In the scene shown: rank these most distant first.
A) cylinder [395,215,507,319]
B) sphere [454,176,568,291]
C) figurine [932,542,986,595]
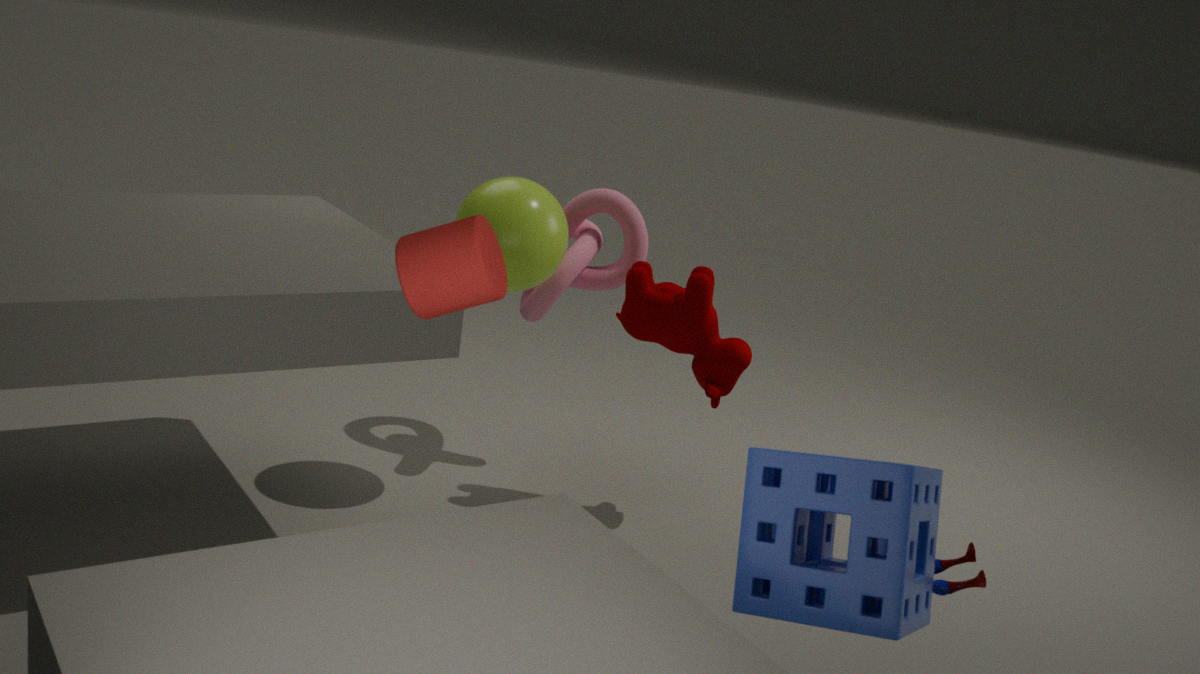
sphere [454,176,568,291] < figurine [932,542,986,595] < cylinder [395,215,507,319]
